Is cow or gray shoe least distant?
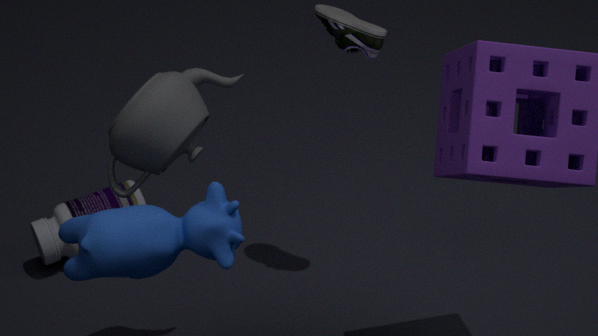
cow
